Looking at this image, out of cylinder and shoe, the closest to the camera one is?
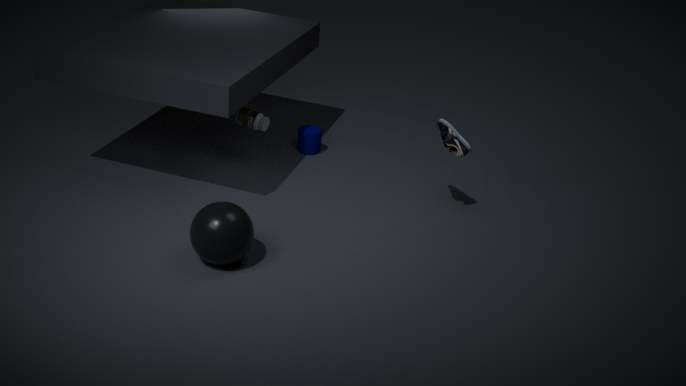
shoe
